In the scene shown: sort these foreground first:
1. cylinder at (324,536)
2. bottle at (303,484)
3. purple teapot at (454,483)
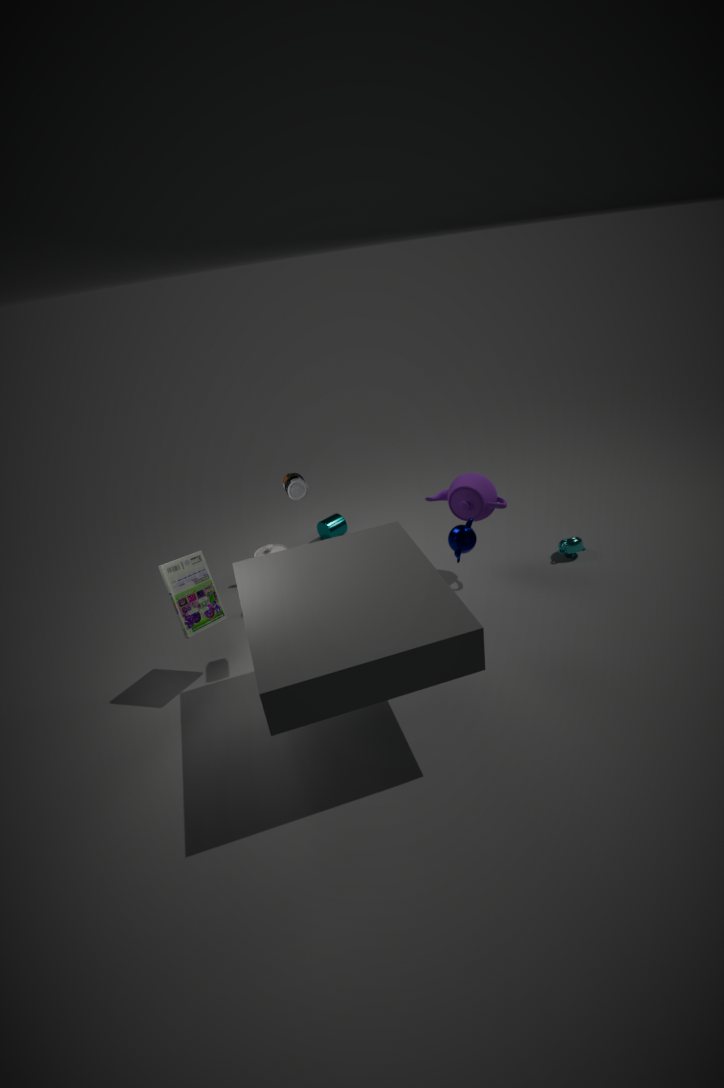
bottle at (303,484) → purple teapot at (454,483) → cylinder at (324,536)
